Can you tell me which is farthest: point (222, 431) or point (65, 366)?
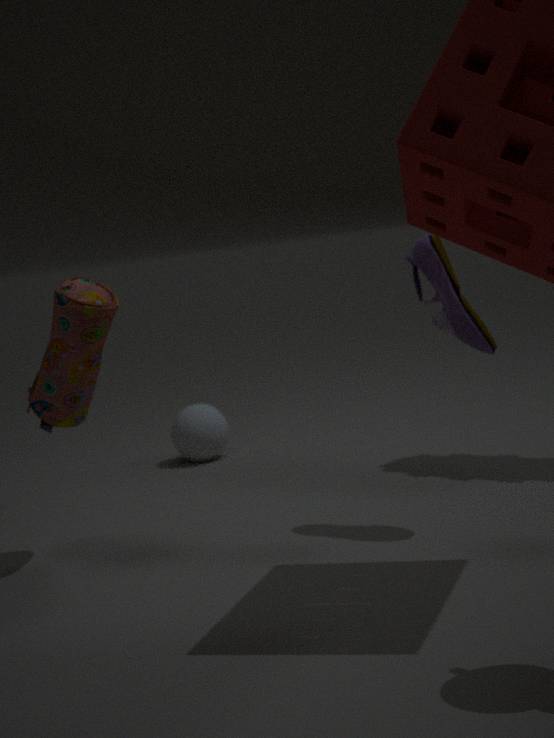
point (222, 431)
